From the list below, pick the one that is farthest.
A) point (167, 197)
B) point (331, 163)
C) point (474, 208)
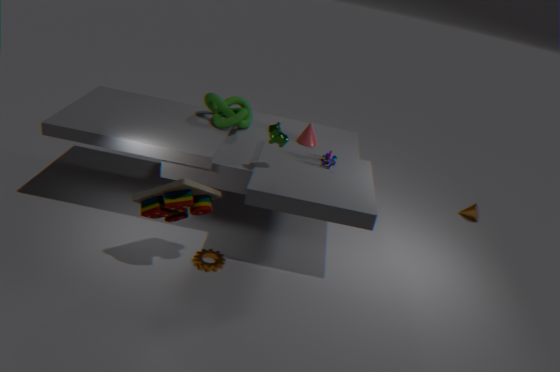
point (474, 208)
